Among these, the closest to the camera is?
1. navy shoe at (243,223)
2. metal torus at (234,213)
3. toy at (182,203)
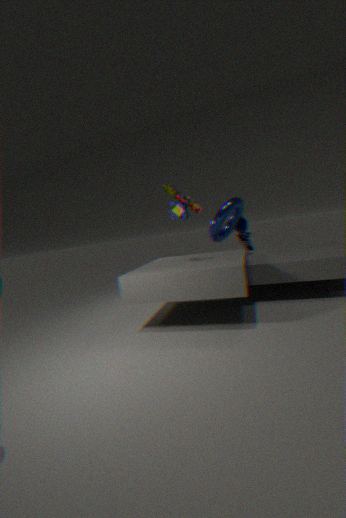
toy at (182,203)
